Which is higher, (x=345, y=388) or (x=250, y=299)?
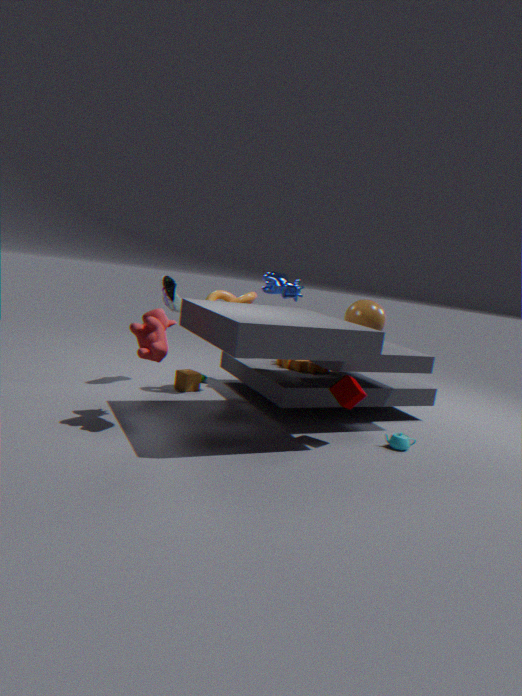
(x=250, y=299)
